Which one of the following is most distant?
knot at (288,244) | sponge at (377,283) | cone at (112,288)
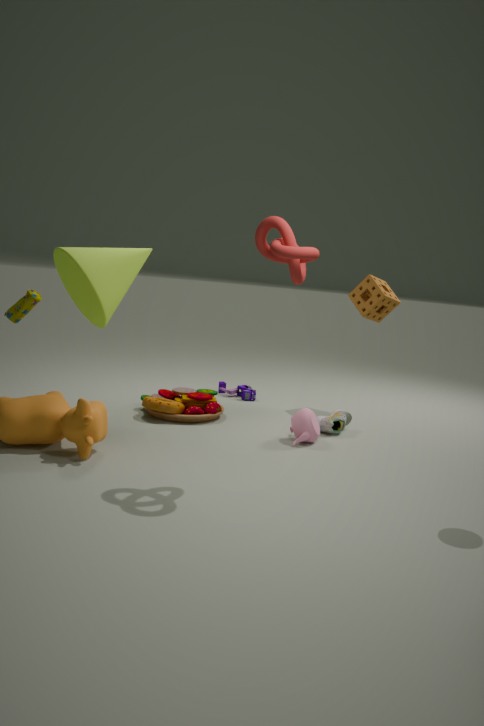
sponge at (377,283)
